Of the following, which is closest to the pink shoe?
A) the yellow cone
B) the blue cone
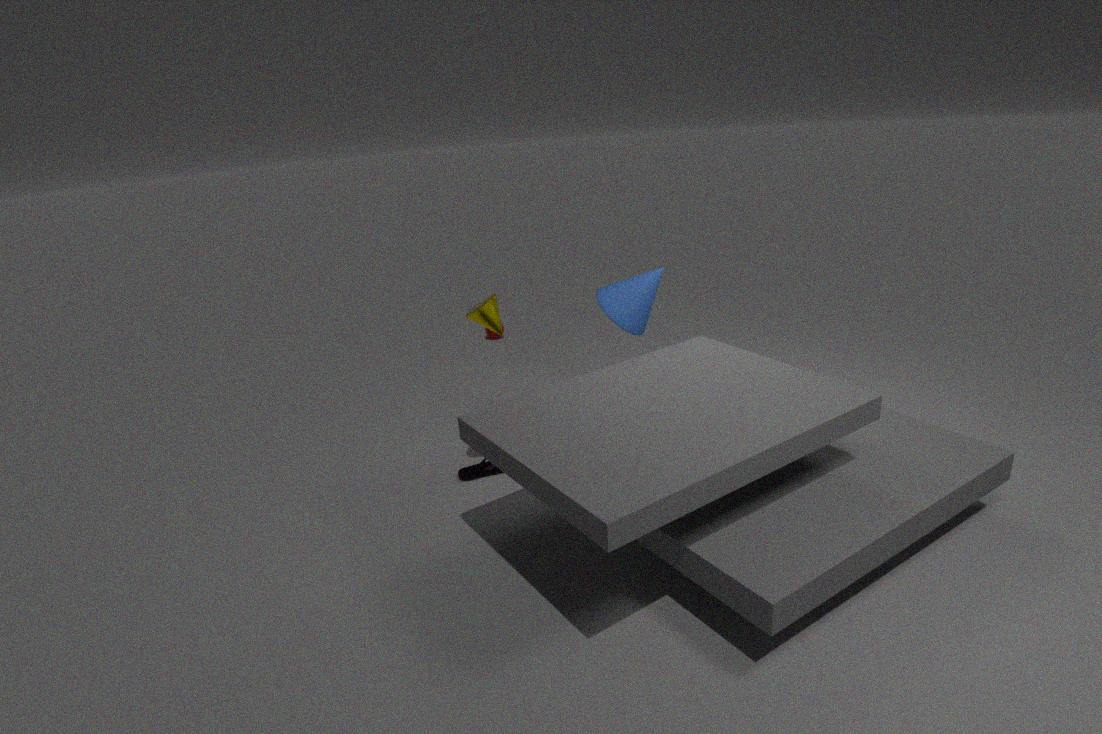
the yellow cone
